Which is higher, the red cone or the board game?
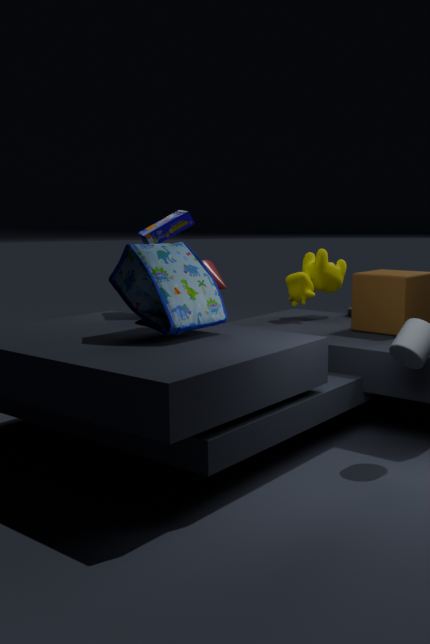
the board game
